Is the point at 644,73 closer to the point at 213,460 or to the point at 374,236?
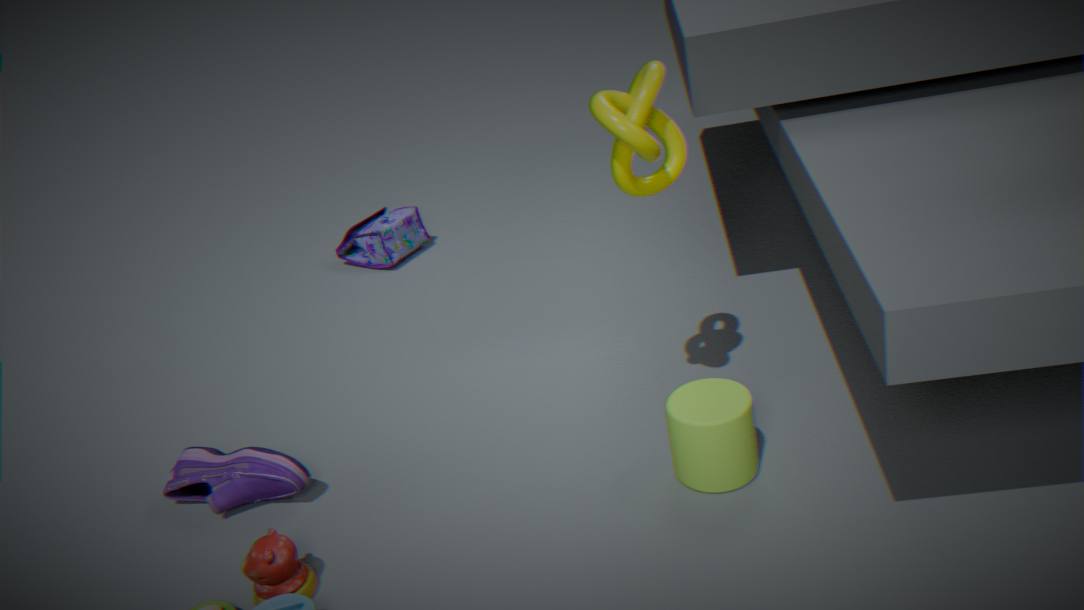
the point at 213,460
